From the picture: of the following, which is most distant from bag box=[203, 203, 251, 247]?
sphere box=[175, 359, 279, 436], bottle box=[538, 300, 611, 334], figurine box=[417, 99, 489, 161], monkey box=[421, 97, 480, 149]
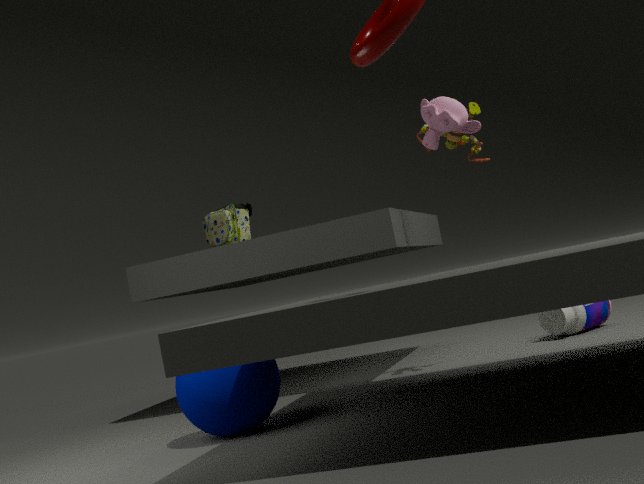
bottle box=[538, 300, 611, 334]
